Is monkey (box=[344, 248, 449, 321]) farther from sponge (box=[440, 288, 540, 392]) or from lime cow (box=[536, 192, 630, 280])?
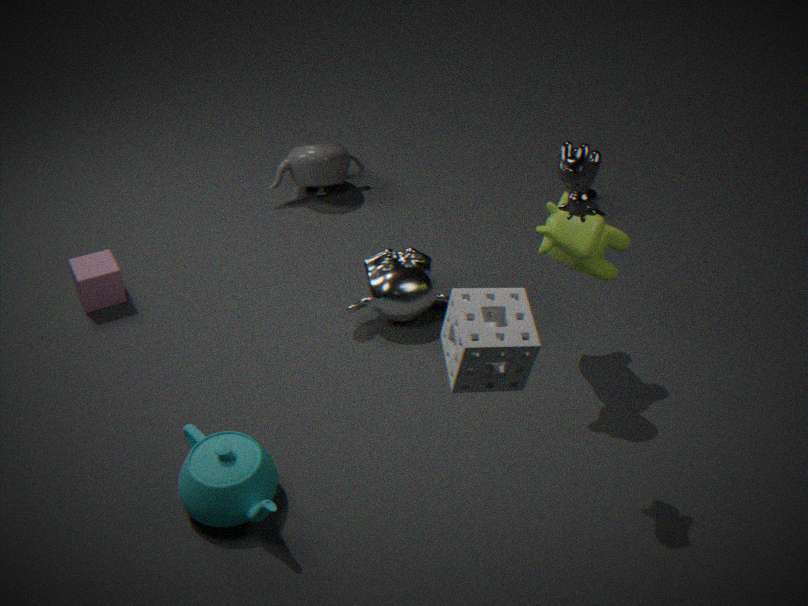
sponge (box=[440, 288, 540, 392])
